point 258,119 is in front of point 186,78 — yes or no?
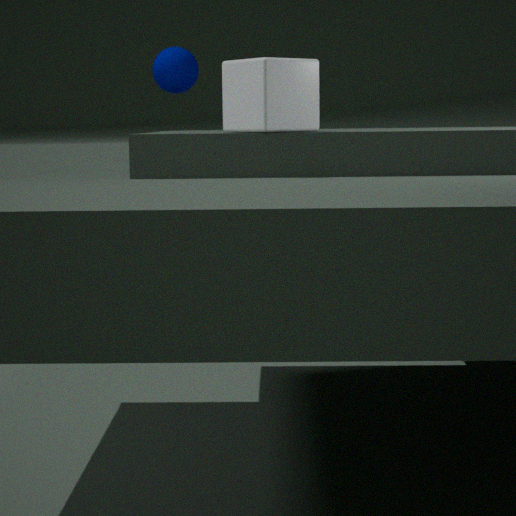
Yes
